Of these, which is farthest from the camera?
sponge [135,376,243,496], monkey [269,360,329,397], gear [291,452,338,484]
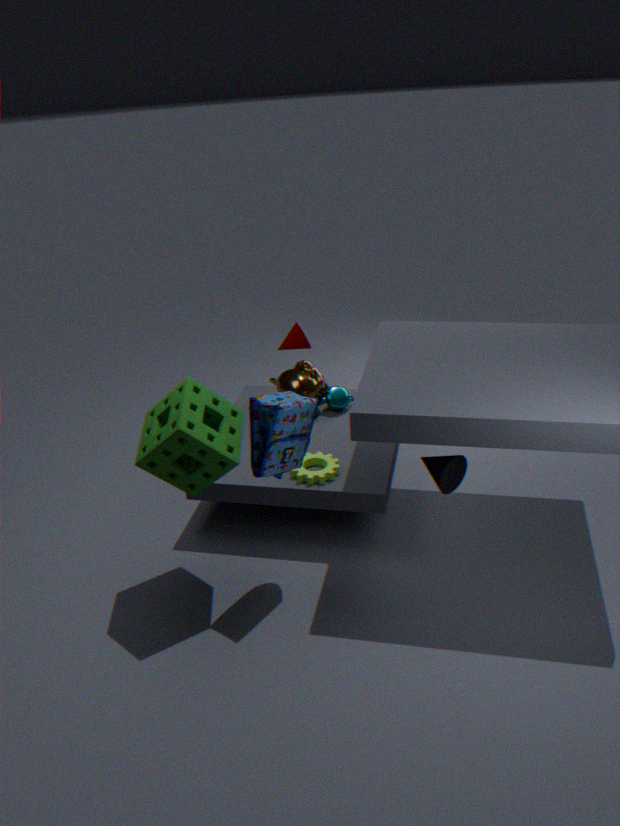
monkey [269,360,329,397]
